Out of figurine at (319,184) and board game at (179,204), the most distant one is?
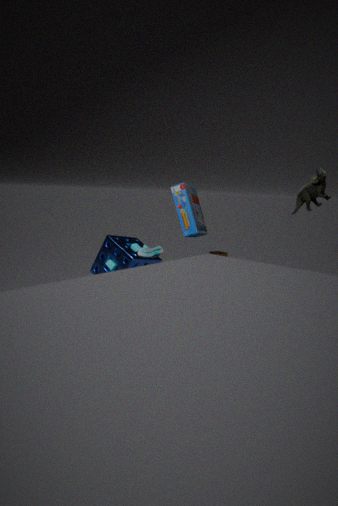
board game at (179,204)
